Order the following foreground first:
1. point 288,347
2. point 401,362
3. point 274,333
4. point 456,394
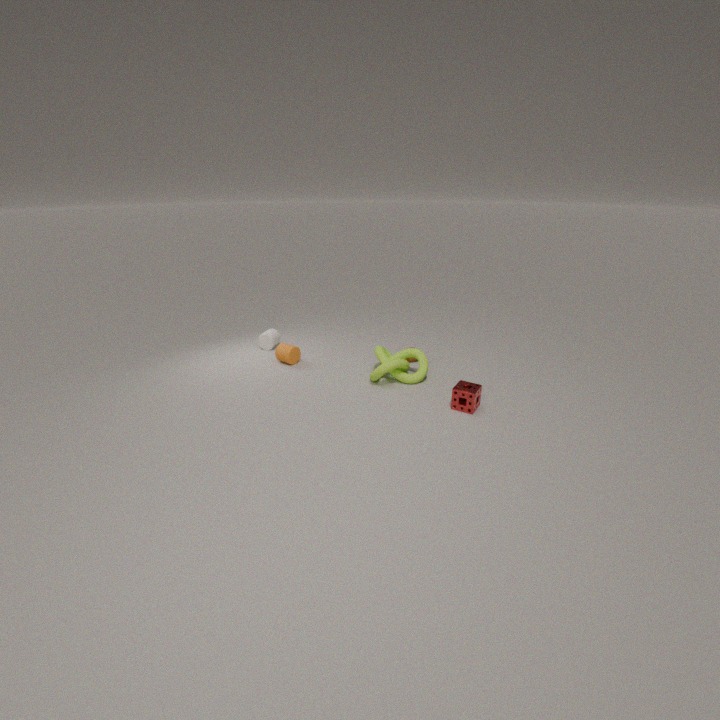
point 456,394
point 401,362
point 288,347
point 274,333
